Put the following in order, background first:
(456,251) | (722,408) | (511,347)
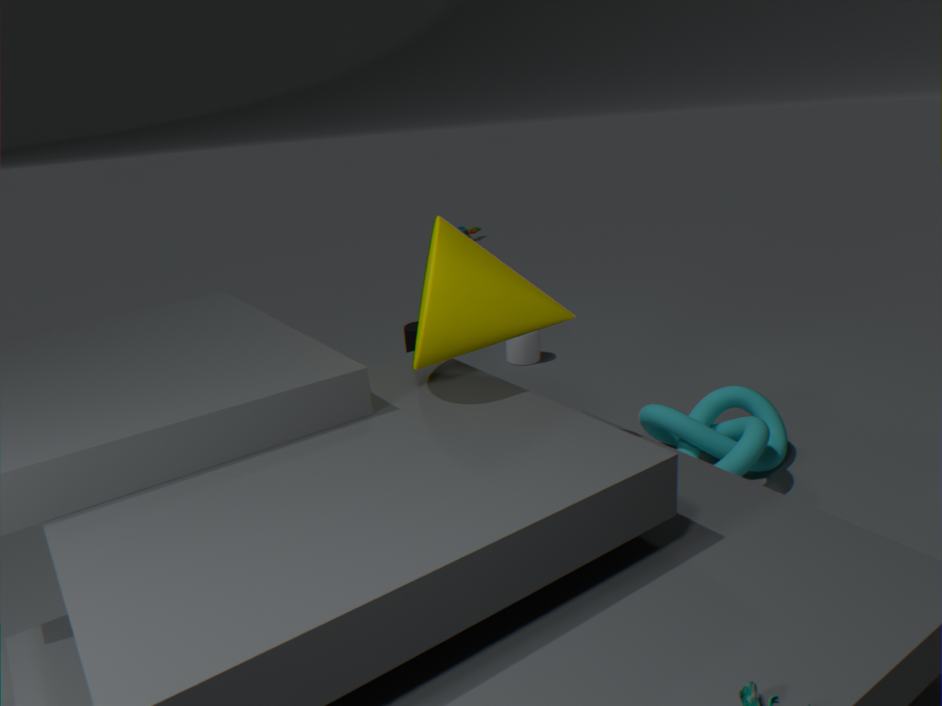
(511,347)
(722,408)
(456,251)
